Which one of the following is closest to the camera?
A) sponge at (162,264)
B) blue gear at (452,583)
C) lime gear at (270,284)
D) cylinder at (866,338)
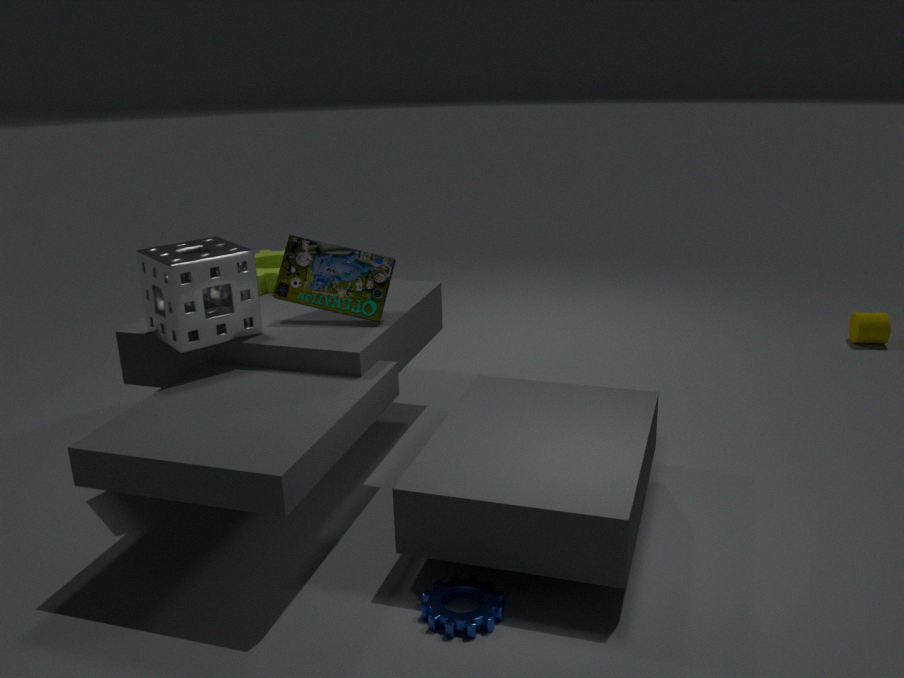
blue gear at (452,583)
